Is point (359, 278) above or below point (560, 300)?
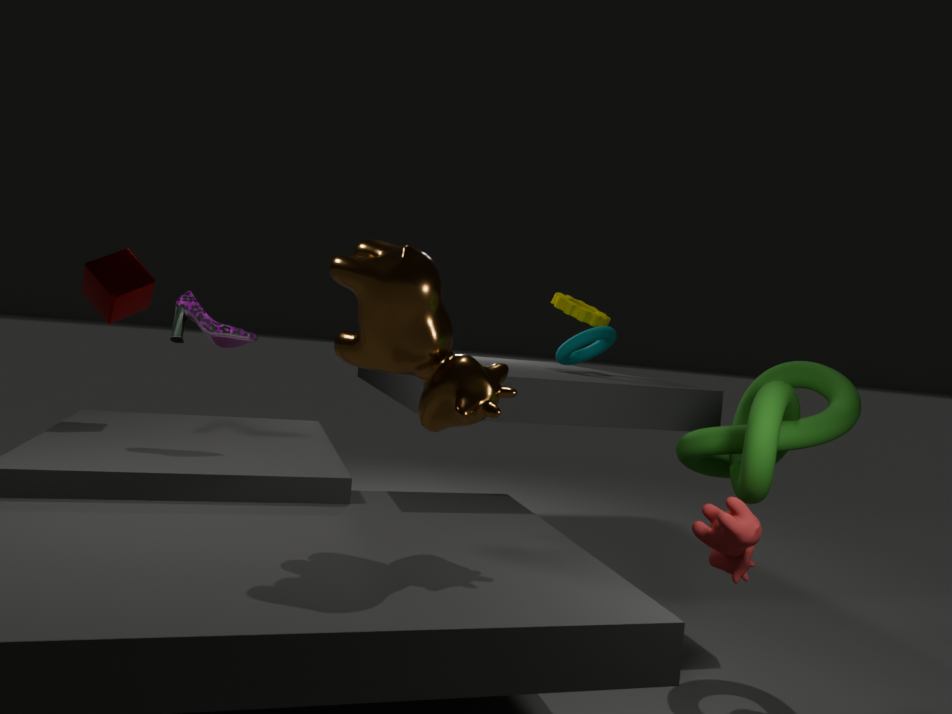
below
